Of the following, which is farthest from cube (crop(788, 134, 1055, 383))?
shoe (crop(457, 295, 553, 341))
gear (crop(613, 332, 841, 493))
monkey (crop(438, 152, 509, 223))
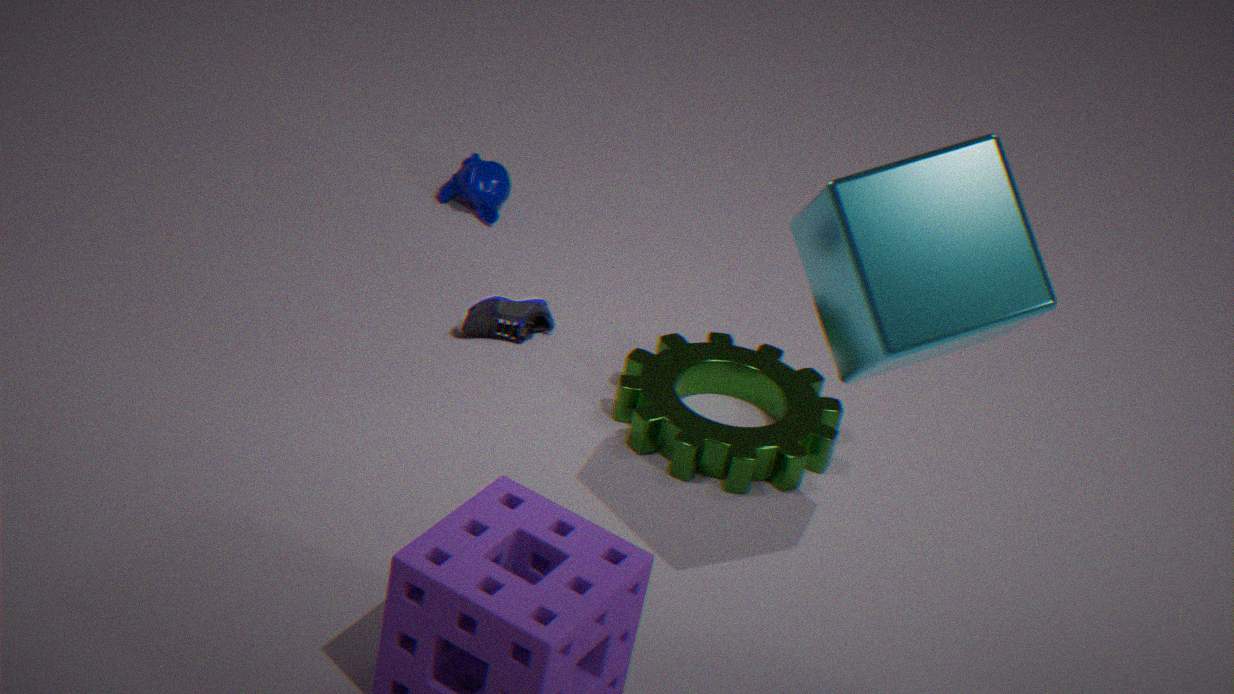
monkey (crop(438, 152, 509, 223))
